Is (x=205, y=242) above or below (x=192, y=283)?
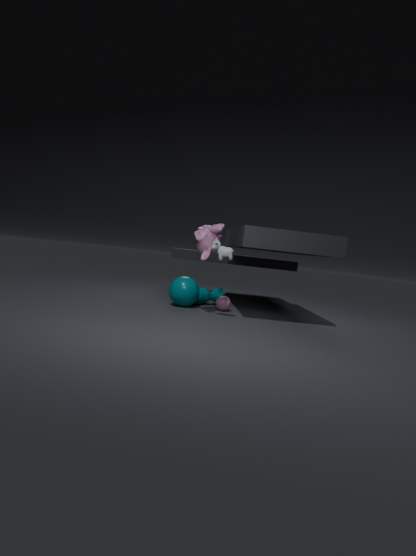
above
